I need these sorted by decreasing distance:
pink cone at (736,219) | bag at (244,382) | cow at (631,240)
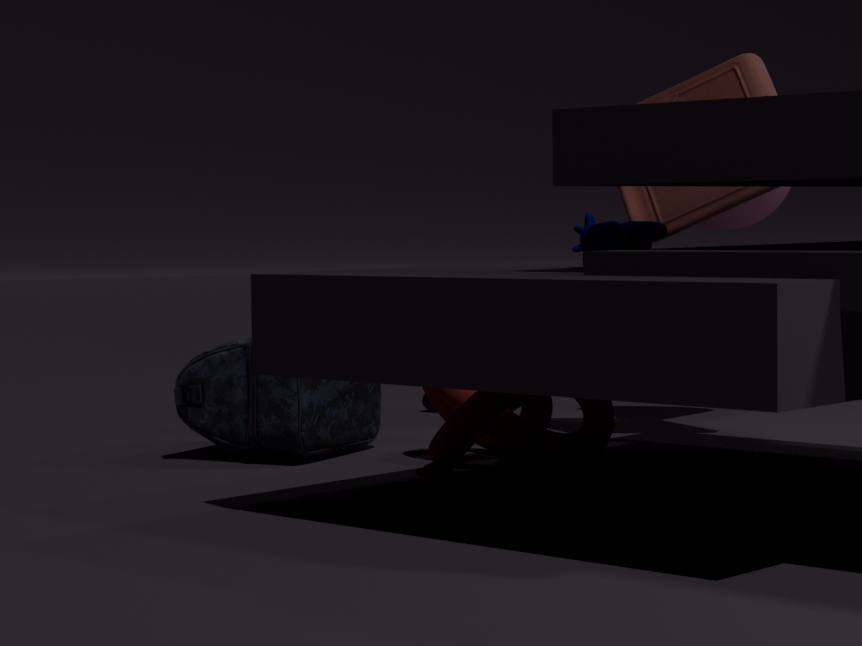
pink cone at (736,219) < bag at (244,382) < cow at (631,240)
